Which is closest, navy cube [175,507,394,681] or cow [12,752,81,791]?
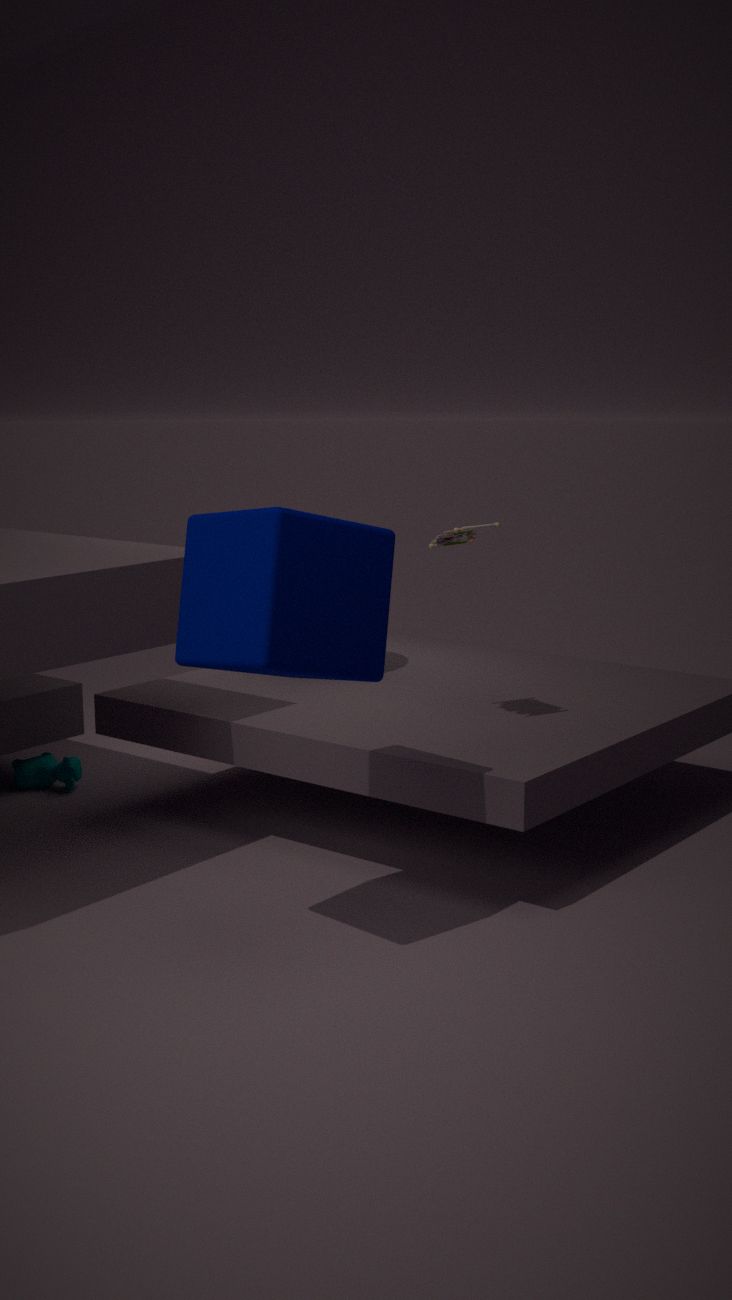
navy cube [175,507,394,681]
